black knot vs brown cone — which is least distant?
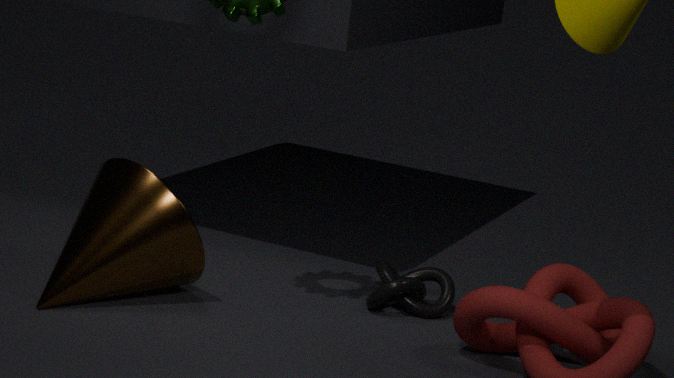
brown cone
